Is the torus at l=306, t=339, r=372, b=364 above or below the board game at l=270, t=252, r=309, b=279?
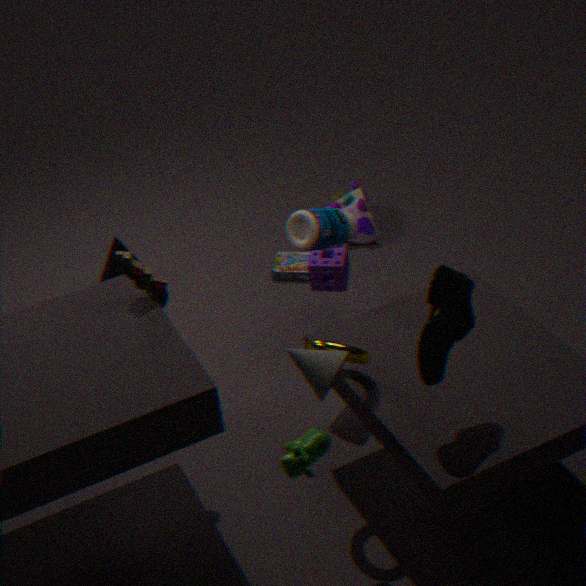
above
